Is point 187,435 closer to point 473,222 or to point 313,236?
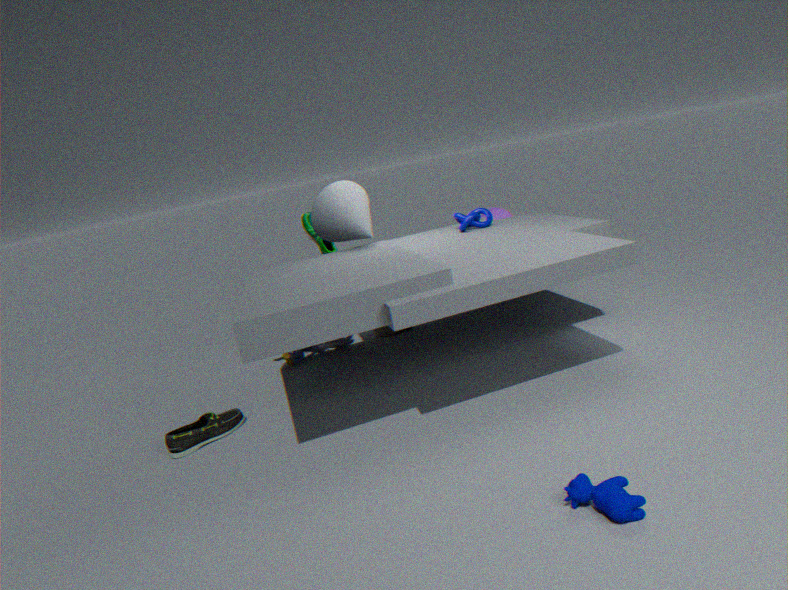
point 313,236
